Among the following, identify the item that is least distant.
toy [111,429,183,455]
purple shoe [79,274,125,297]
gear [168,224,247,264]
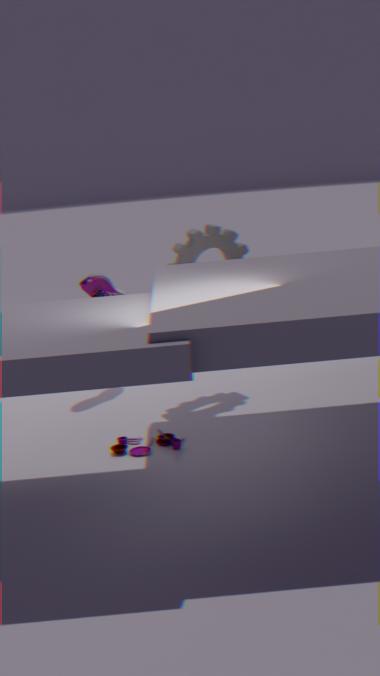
toy [111,429,183,455]
